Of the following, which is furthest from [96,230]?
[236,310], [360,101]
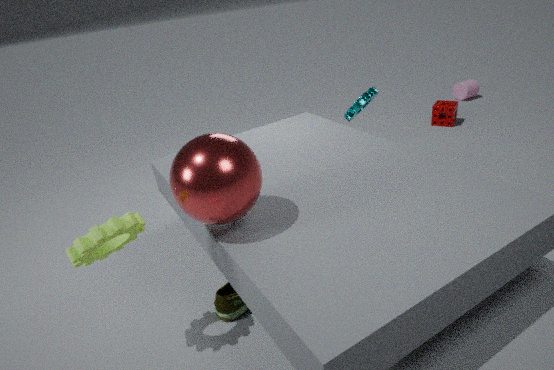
[360,101]
